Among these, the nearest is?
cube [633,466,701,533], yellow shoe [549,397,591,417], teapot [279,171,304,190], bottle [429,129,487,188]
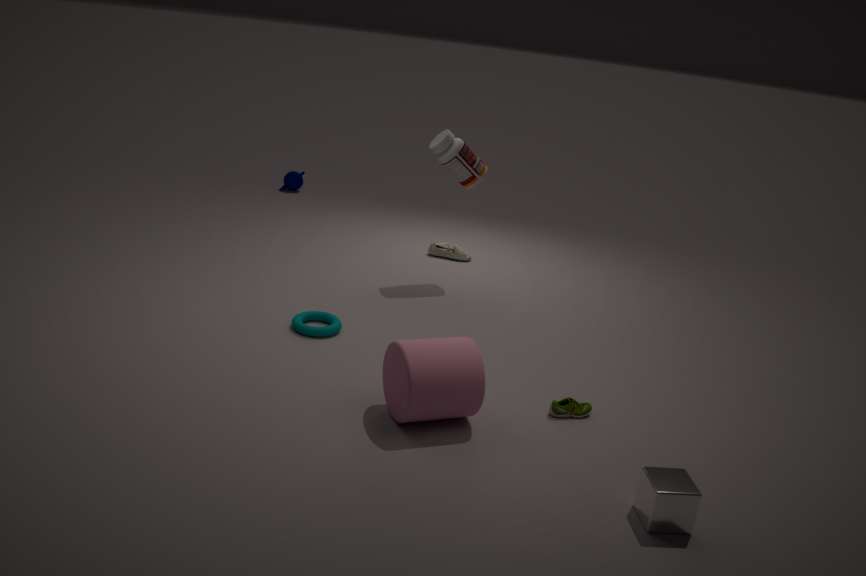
cube [633,466,701,533]
